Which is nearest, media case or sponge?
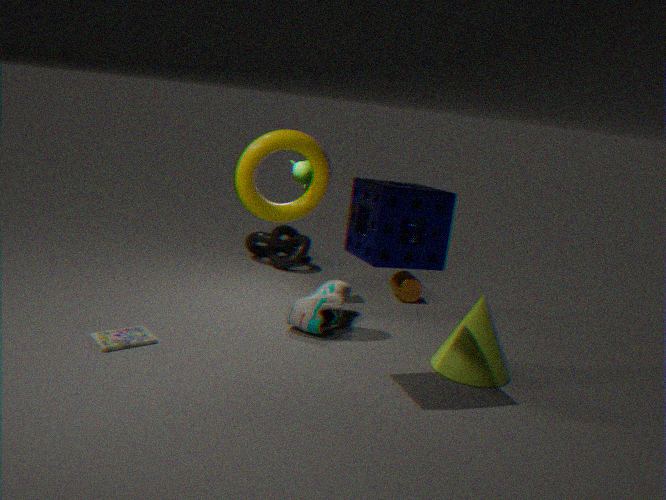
sponge
